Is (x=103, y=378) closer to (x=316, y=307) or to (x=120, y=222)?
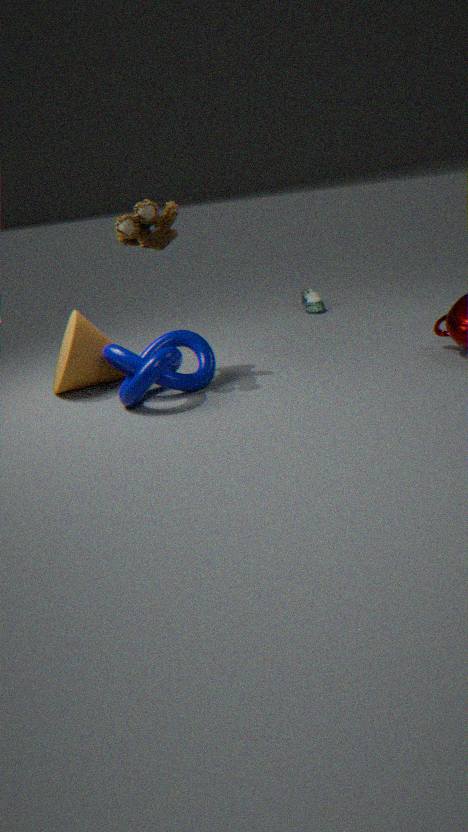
(x=120, y=222)
